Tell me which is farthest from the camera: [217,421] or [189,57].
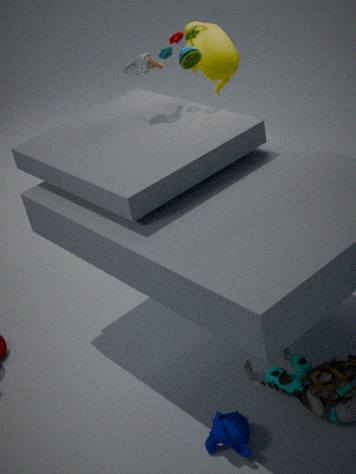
[189,57]
